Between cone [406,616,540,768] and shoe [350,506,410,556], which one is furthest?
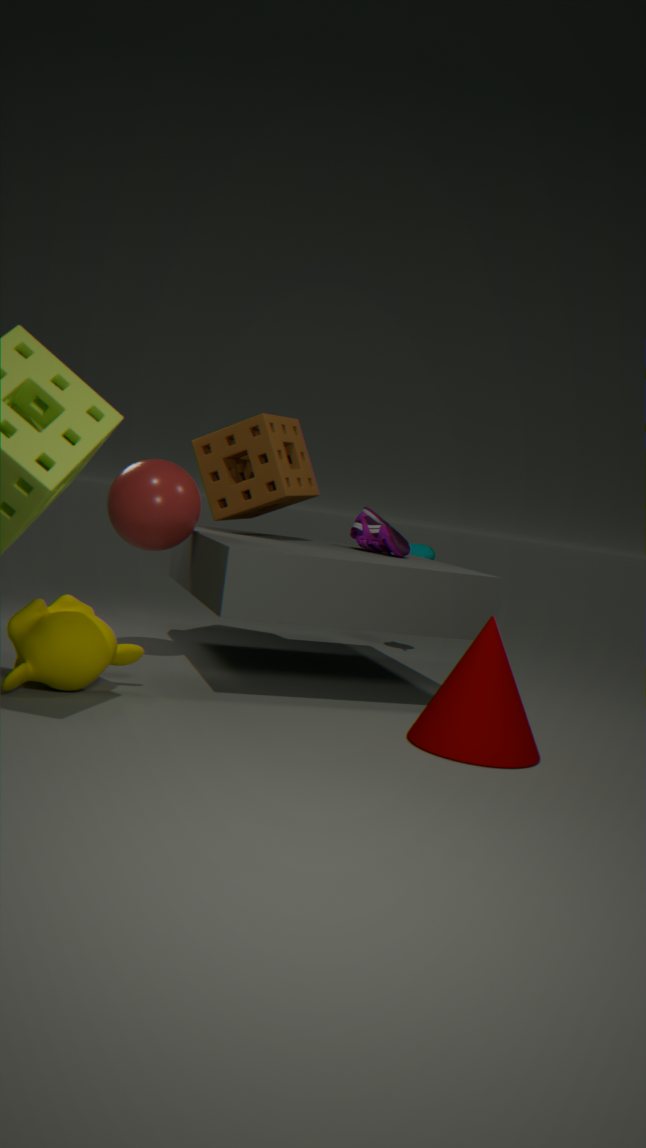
shoe [350,506,410,556]
